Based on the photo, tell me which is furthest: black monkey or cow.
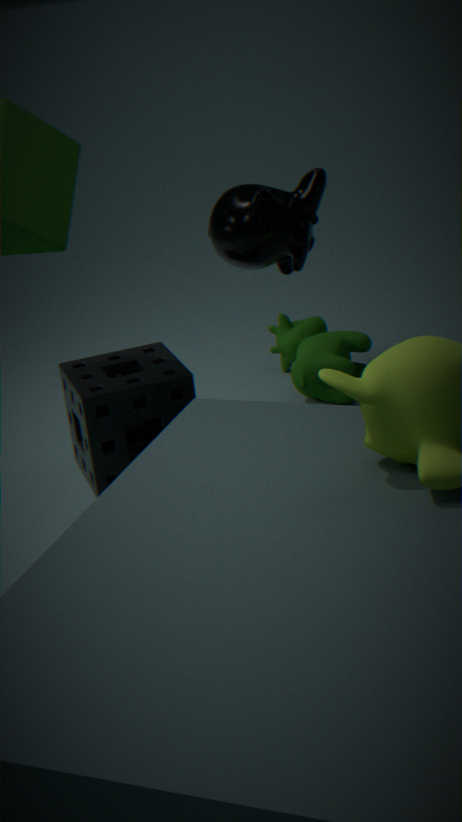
cow
